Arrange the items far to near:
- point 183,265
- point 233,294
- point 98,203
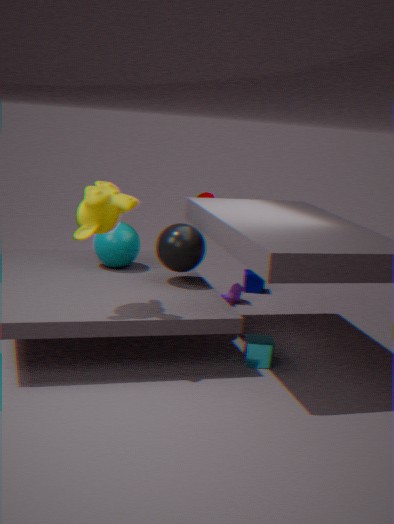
point 233,294
point 183,265
point 98,203
